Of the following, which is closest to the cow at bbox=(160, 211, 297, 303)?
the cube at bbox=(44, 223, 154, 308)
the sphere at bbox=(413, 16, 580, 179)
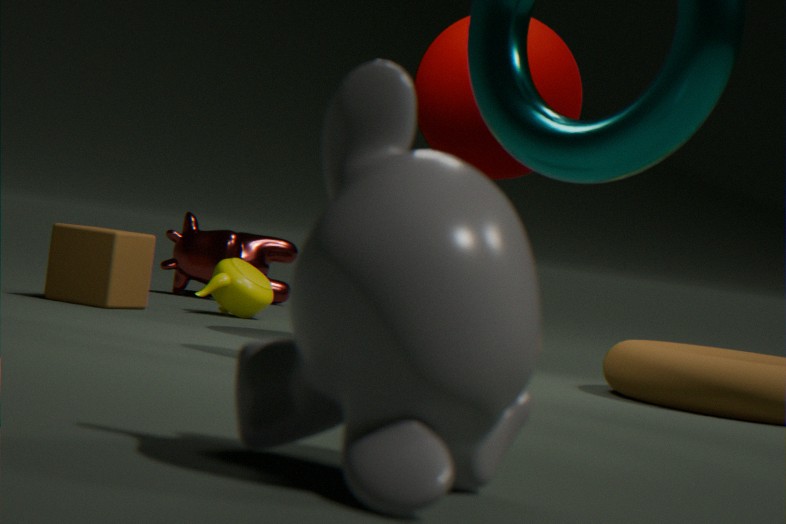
the cube at bbox=(44, 223, 154, 308)
